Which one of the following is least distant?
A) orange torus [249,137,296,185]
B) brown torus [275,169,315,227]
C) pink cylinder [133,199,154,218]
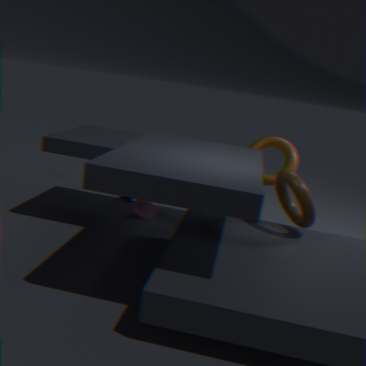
brown torus [275,169,315,227]
